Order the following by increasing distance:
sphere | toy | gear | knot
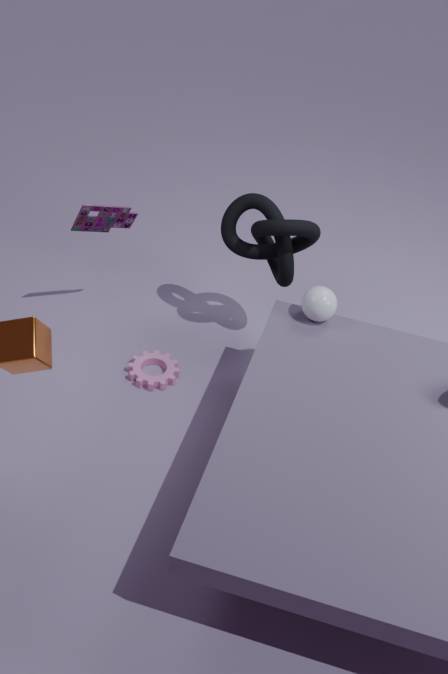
1. sphere
2. knot
3. toy
4. gear
